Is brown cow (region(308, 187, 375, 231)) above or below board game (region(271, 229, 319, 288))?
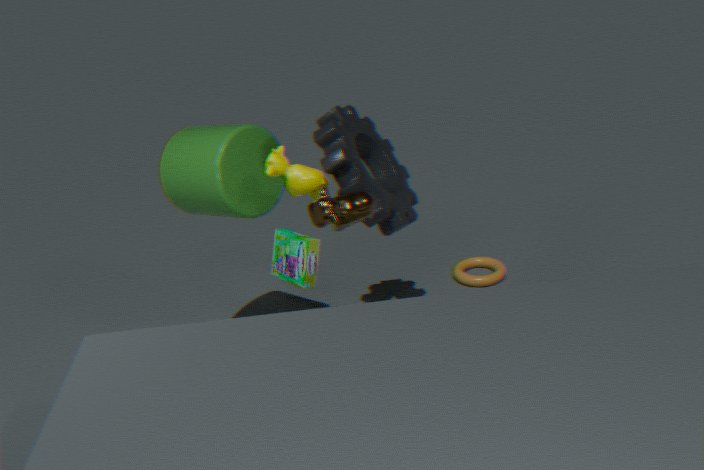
above
